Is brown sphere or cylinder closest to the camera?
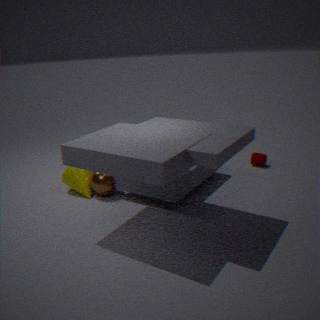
brown sphere
